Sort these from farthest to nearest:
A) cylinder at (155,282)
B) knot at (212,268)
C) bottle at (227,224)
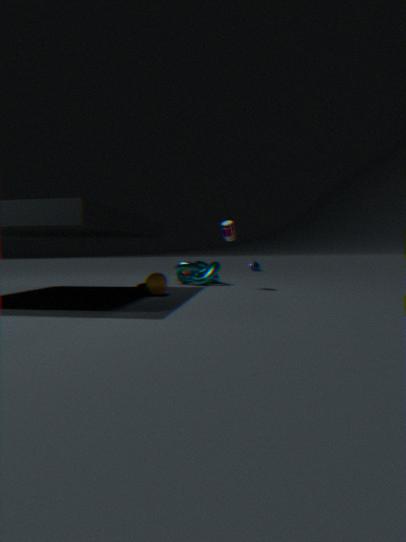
knot at (212,268) → bottle at (227,224) → cylinder at (155,282)
